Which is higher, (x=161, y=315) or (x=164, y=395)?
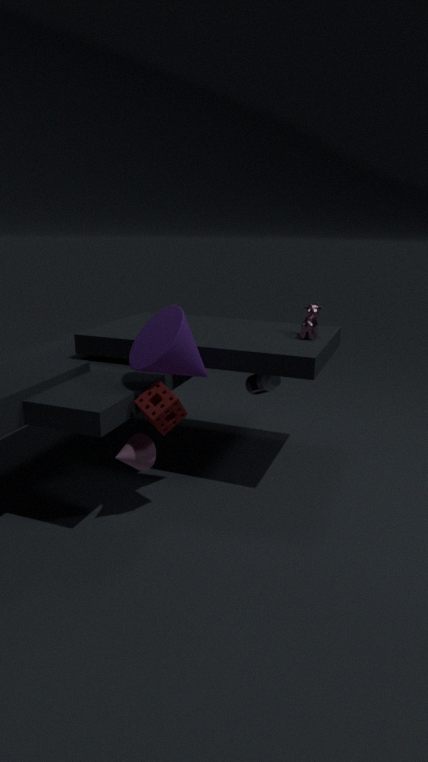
(x=161, y=315)
